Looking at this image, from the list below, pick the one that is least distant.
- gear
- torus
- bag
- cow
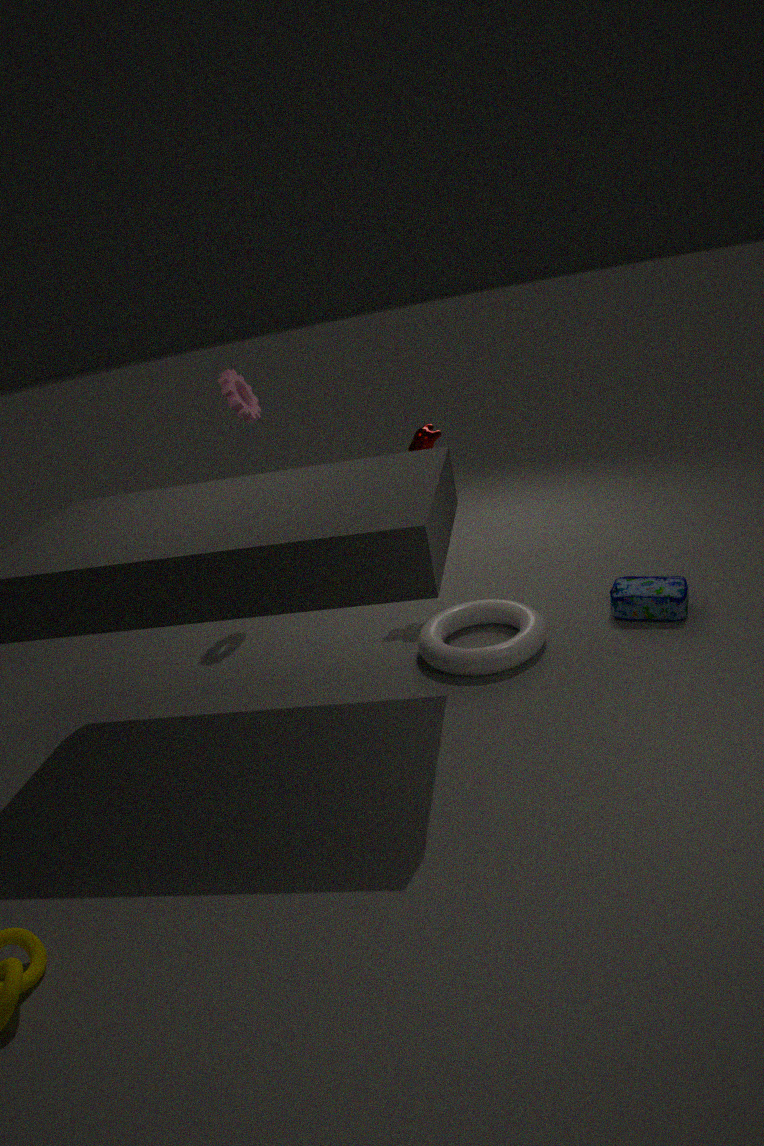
torus
